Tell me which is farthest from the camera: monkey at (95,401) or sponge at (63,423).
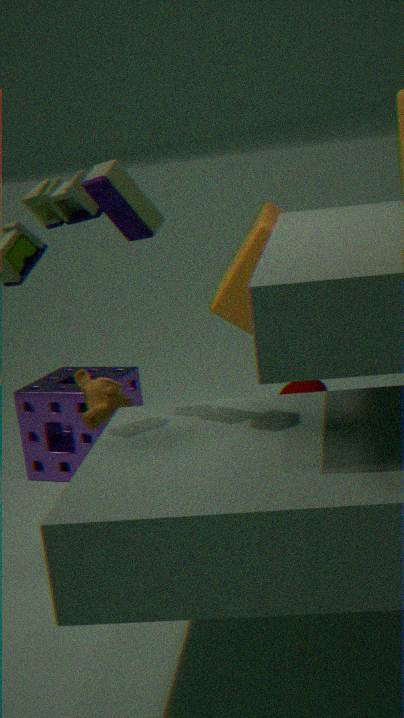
sponge at (63,423)
